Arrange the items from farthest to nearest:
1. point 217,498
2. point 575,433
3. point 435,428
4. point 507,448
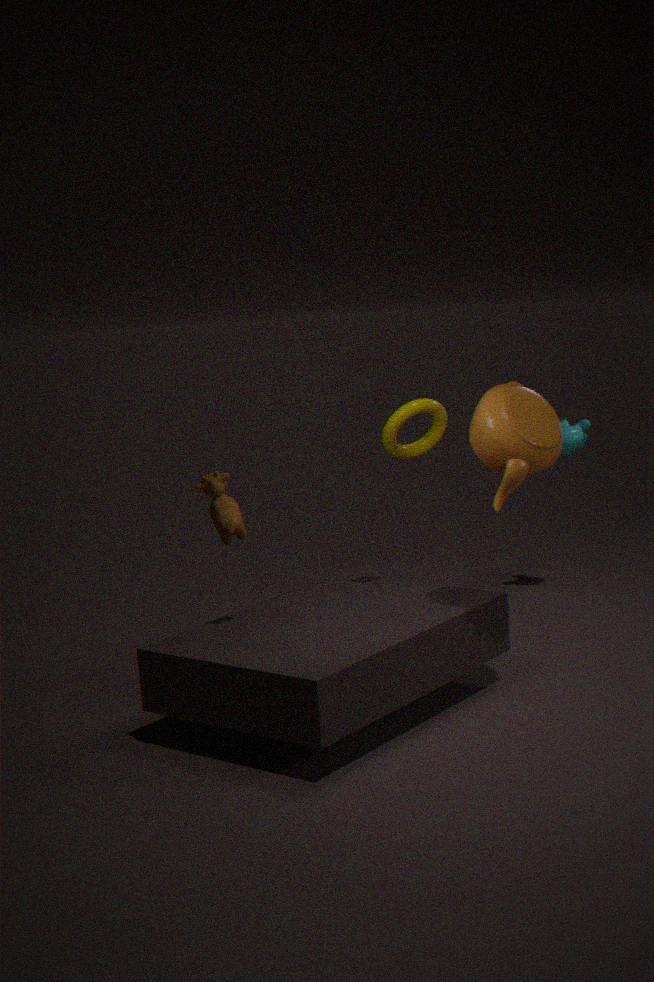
point 575,433 → point 435,428 → point 217,498 → point 507,448
